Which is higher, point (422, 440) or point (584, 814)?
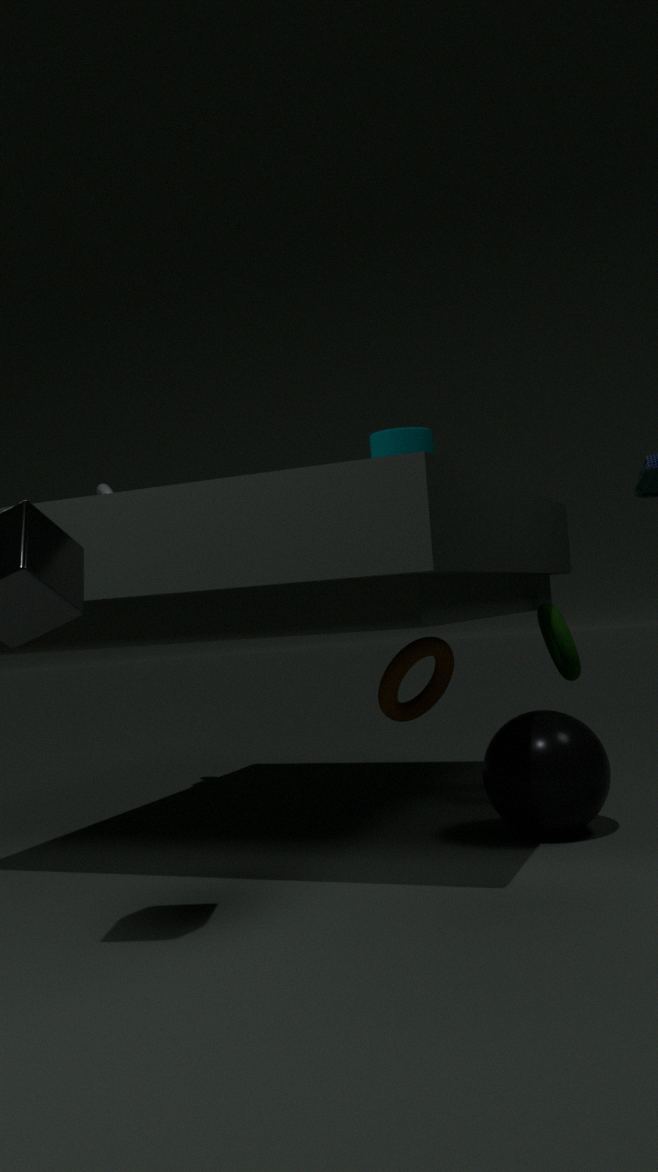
point (422, 440)
